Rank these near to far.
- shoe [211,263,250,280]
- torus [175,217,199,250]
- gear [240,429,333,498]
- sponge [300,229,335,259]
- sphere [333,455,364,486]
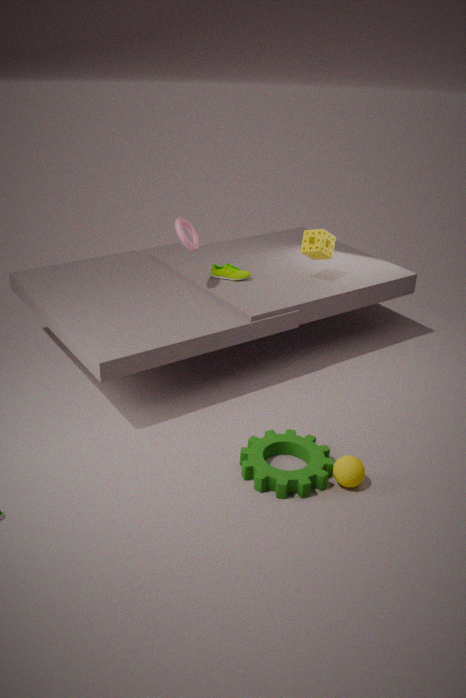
gear [240,429,333,498] → sphere [333,455,364,486] → torus [175,217,199,250] → sponge [300,229,335,259] → shoe [211,263,250,280]
